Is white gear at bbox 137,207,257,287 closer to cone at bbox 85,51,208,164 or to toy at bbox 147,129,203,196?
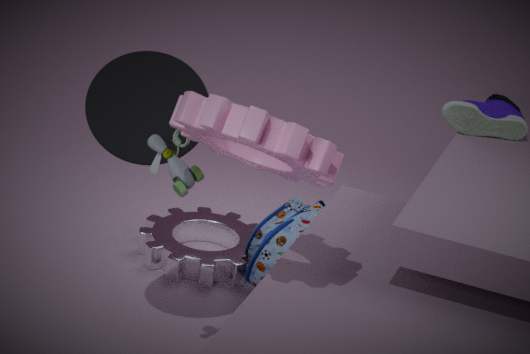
cone at bbox 85,51,208,164
